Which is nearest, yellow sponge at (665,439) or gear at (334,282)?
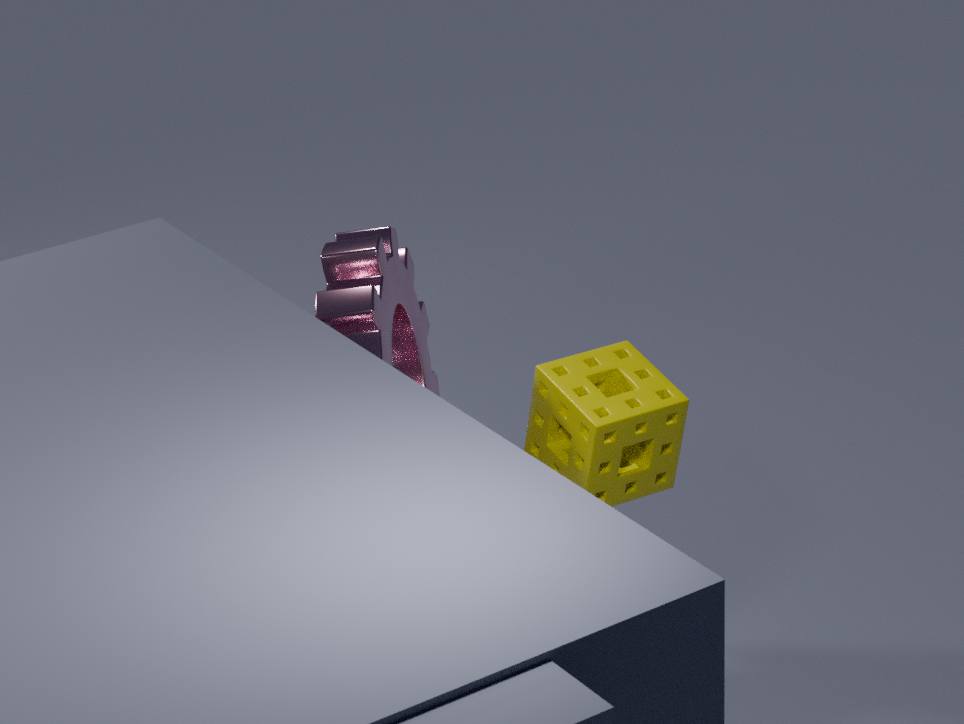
yellow sponge at (665,439)
